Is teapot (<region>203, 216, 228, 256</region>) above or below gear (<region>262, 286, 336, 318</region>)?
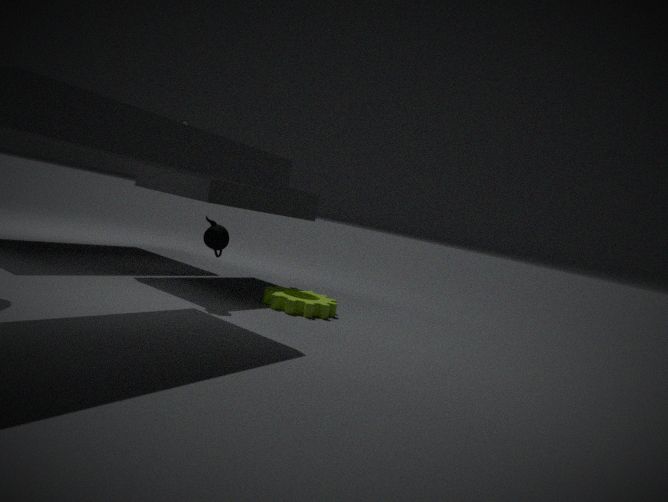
above
